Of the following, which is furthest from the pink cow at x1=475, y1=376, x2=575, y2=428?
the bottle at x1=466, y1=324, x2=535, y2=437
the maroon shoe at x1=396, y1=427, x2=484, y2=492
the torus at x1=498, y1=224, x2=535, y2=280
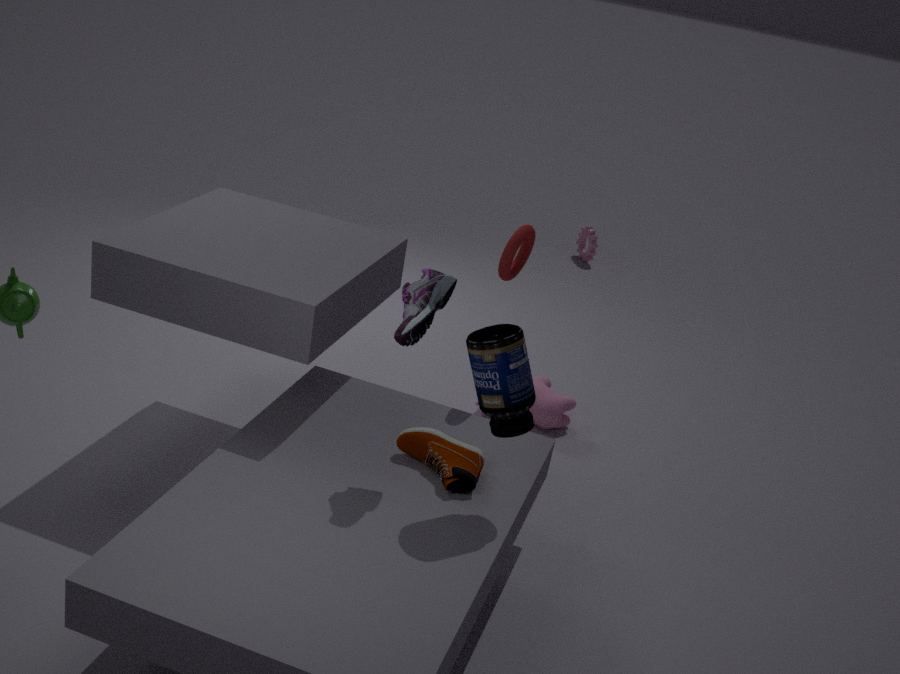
the bottle at x1=466, y1=324, x2=535, y2=437
